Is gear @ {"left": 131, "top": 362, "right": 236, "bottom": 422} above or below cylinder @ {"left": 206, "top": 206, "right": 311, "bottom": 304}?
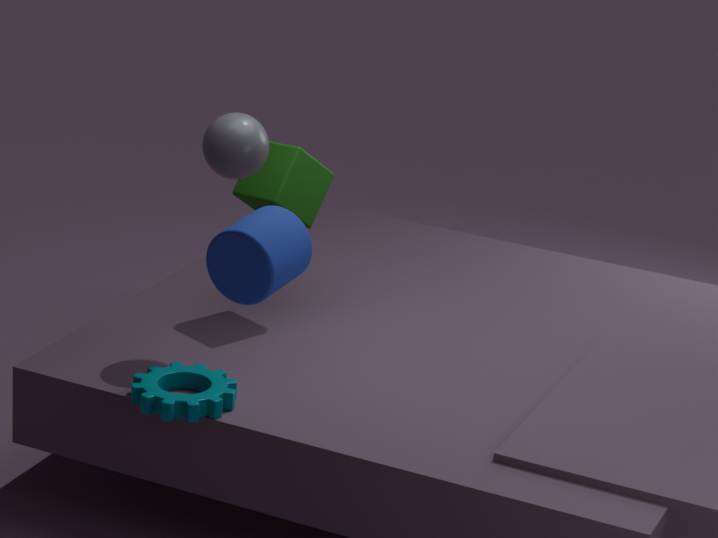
below
